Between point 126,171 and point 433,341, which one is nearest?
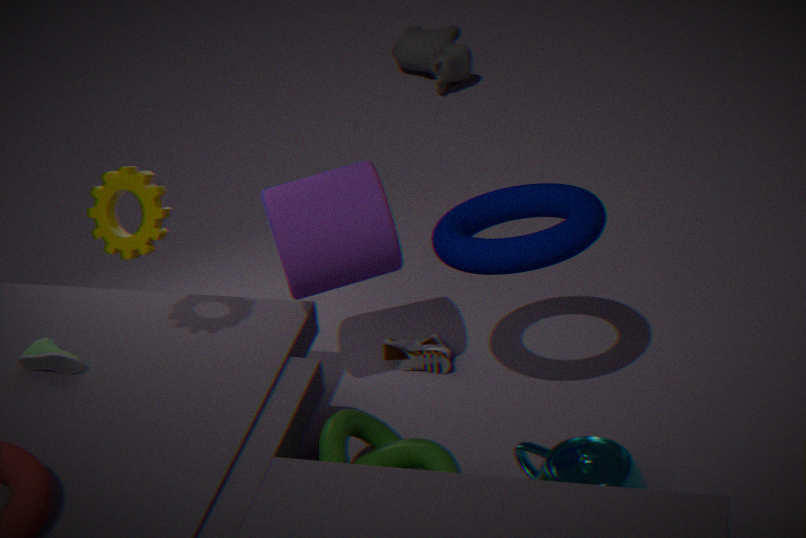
point 126,171
